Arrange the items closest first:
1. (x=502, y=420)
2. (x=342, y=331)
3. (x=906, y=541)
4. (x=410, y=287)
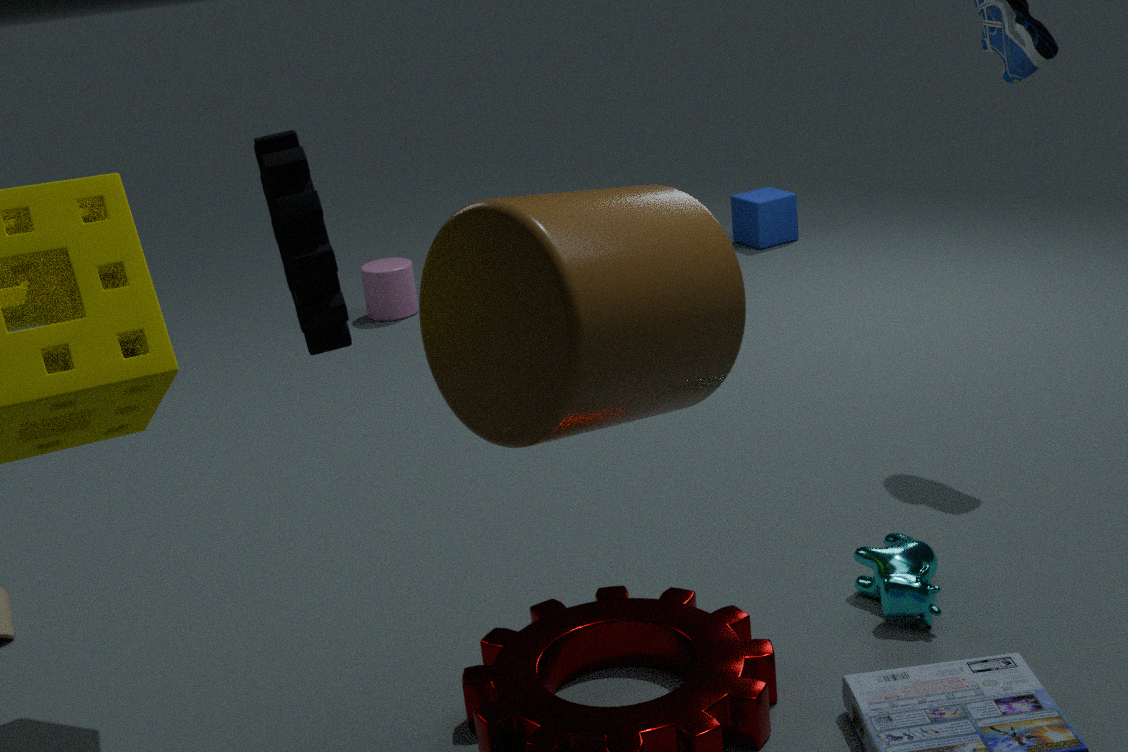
(x=342, y=331) → (x=502, y=420) → (x=906, y=541) → (x=410, y=287)
